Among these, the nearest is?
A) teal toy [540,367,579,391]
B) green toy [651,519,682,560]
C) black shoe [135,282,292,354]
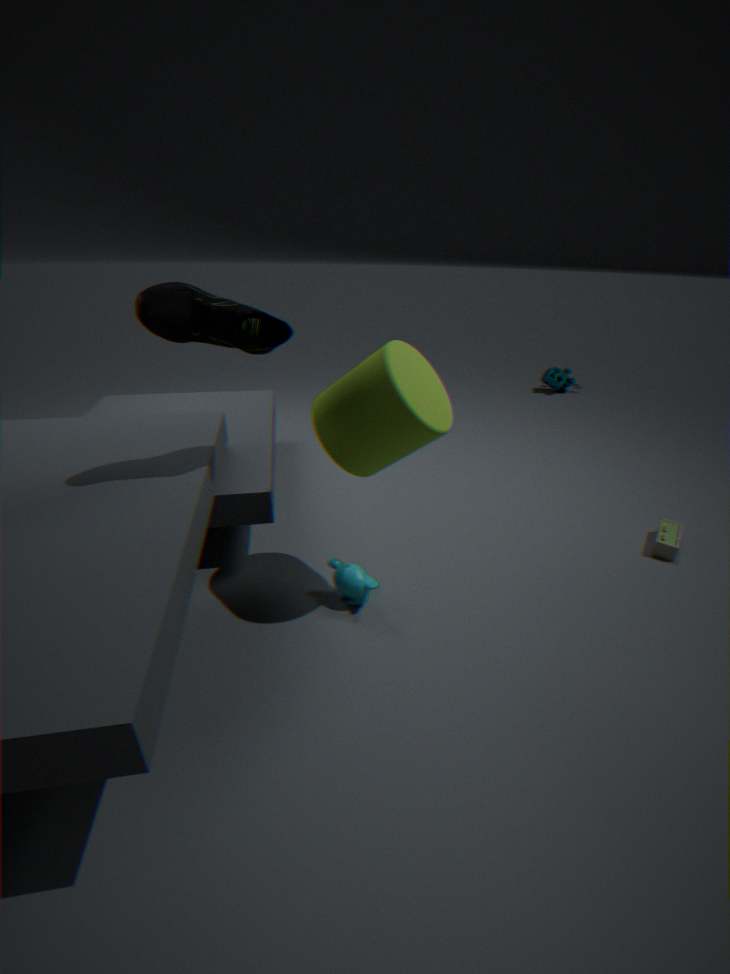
black shoe [135,282,292,354]
